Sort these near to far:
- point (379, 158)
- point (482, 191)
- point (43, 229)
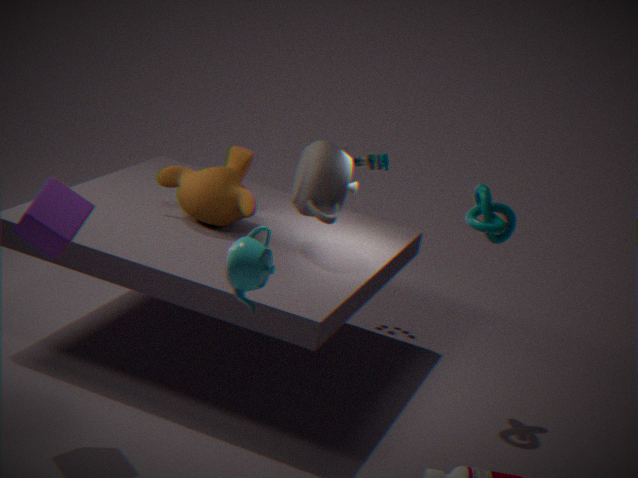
point (43, 229), point (482, 191), point (379, 158)
